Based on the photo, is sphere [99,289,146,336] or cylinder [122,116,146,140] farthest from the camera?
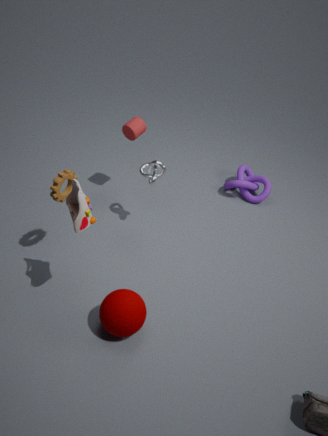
cylinder [122,116,146,140]
